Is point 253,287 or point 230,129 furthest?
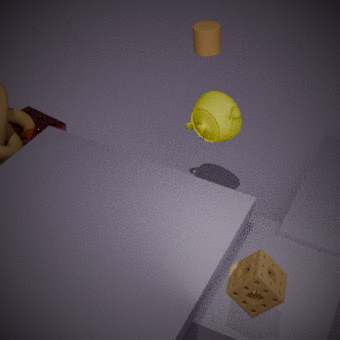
point 230,129
